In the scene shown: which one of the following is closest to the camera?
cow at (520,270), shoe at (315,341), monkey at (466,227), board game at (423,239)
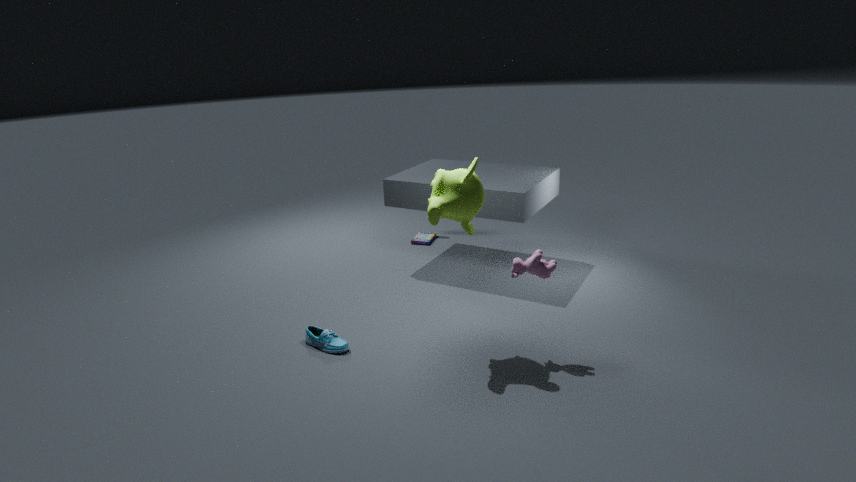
monkey at (466,227)
